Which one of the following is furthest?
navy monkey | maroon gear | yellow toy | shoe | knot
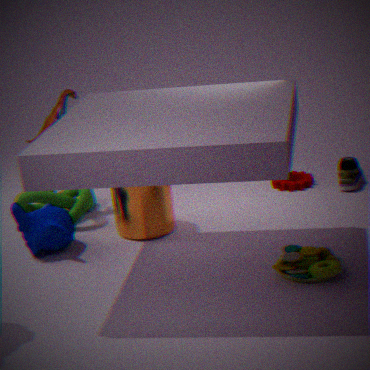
maroon gear
